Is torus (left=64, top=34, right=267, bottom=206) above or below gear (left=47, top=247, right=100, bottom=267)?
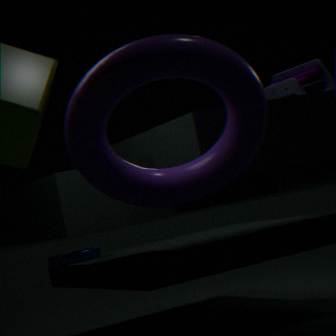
above
